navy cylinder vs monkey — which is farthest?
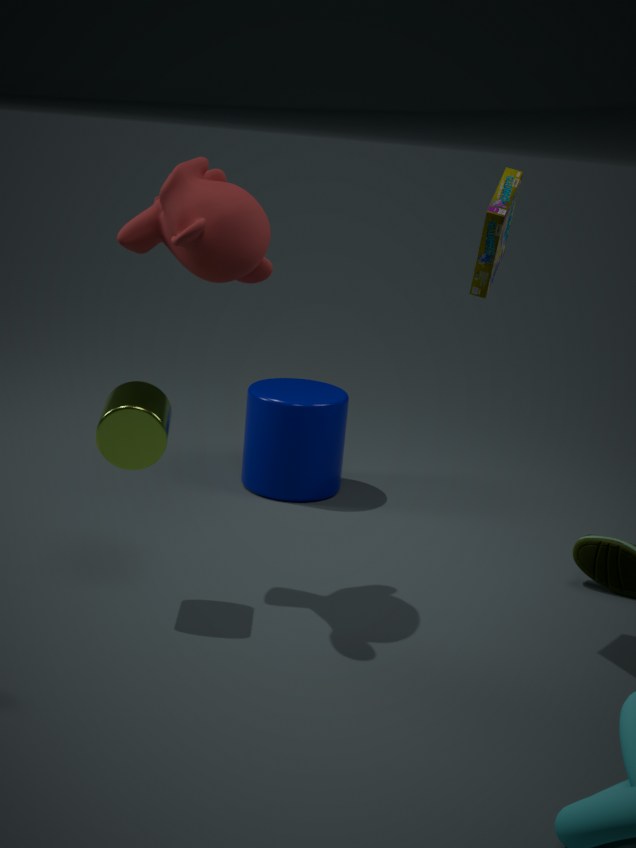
navy cylinder
